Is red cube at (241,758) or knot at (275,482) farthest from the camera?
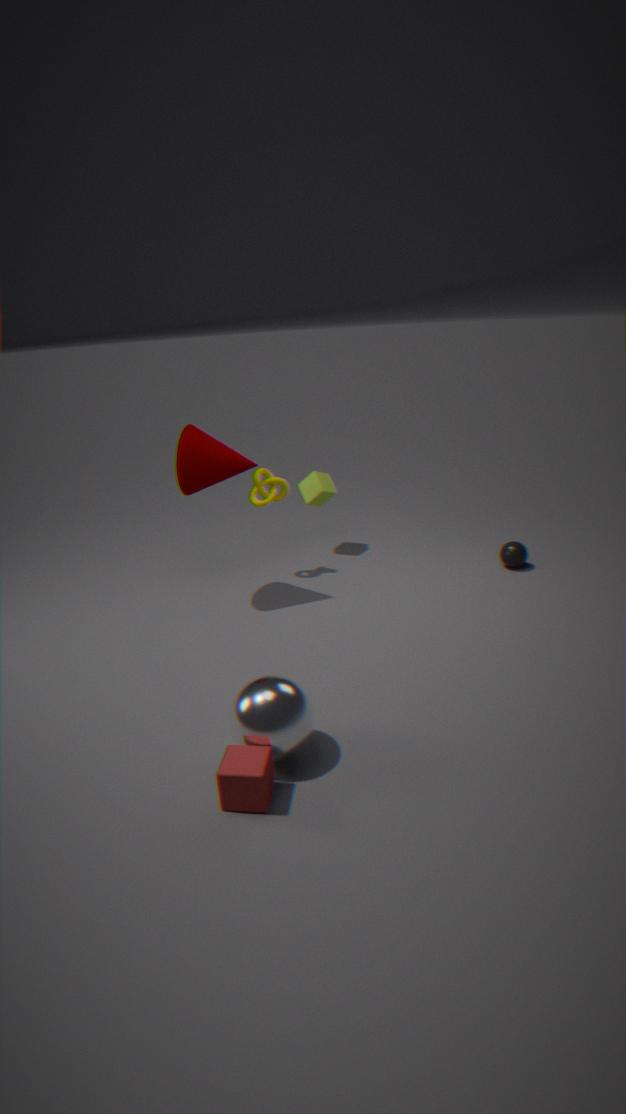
knot at (275,482)
